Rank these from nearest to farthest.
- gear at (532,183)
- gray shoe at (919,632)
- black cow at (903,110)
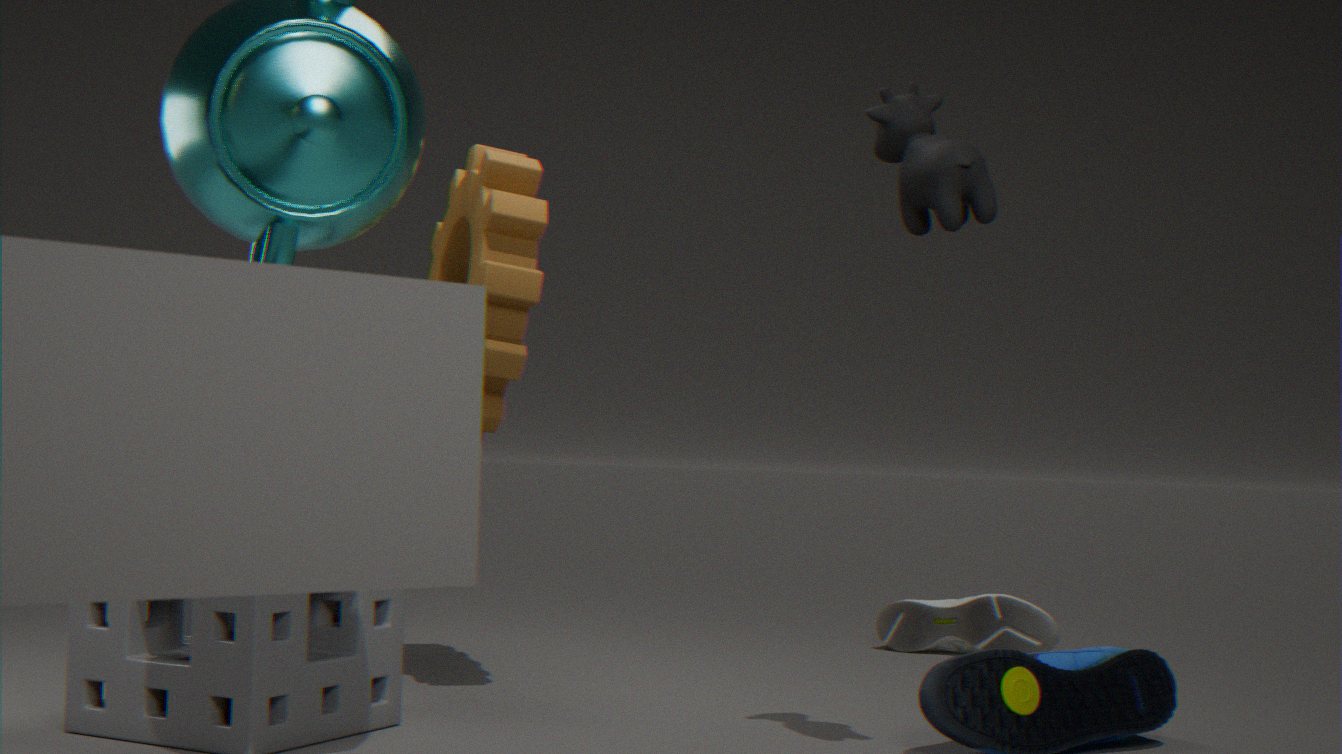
black cow at (903,110) → gear at (532,183) → gray shoe at (919,632)
